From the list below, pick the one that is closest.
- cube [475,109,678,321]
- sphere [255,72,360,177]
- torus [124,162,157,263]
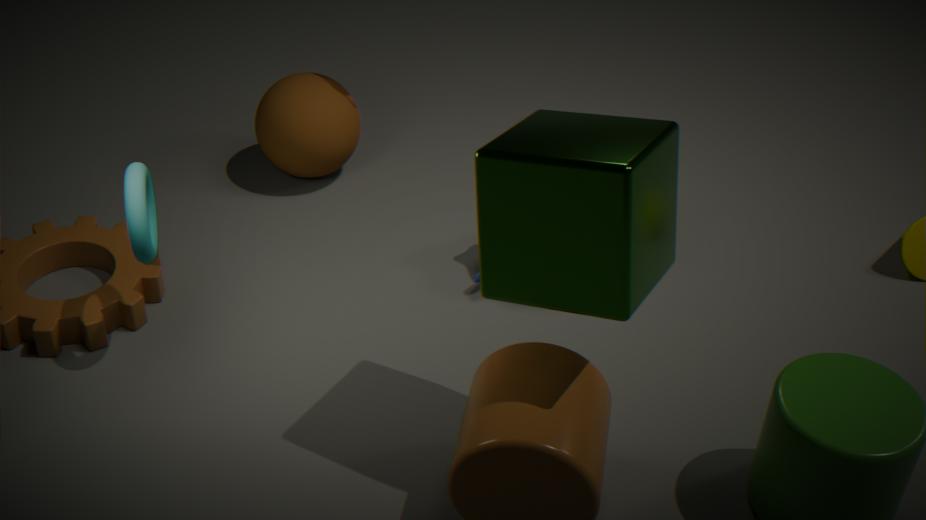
cube [475,109,678,321]
